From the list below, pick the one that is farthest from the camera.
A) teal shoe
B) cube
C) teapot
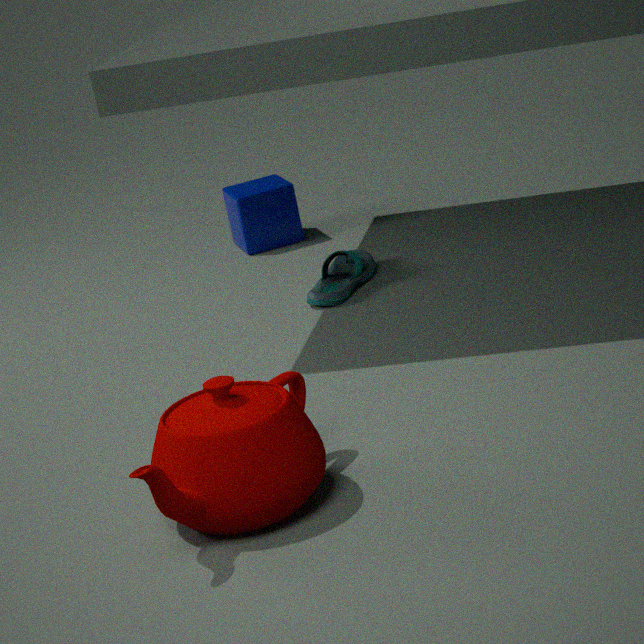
cube
